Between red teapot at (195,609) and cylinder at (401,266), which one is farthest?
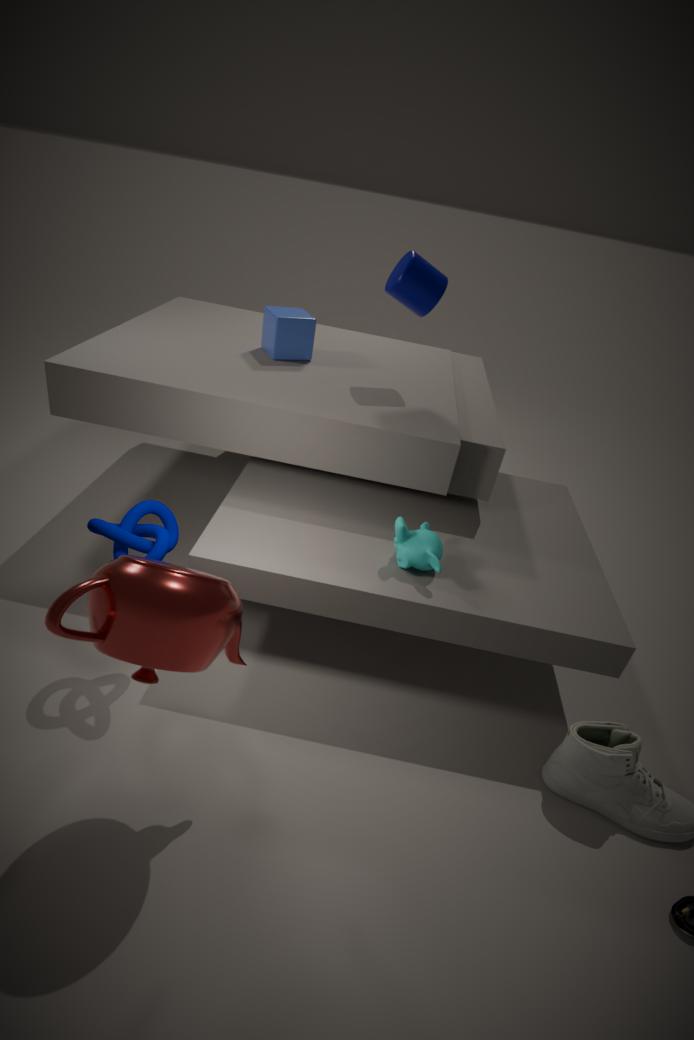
cylinder at (401,266)
